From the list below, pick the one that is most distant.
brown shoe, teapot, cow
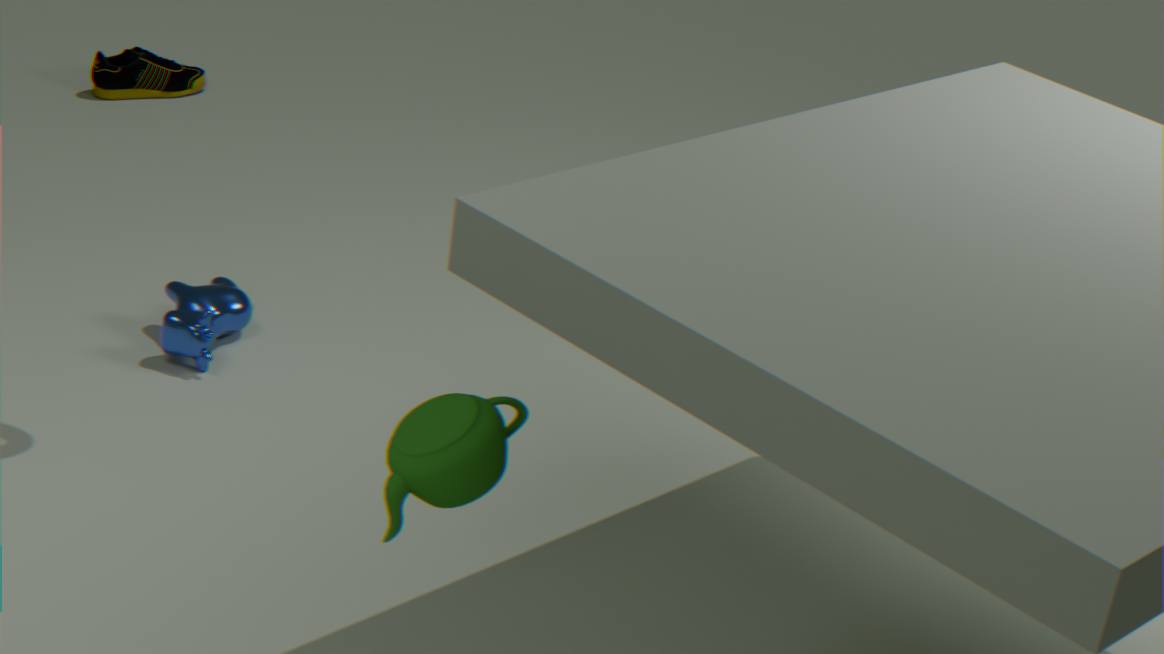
brown shoe
